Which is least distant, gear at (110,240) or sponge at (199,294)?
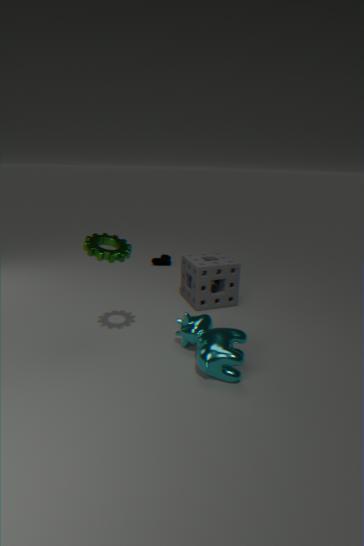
gear at (110,240)
